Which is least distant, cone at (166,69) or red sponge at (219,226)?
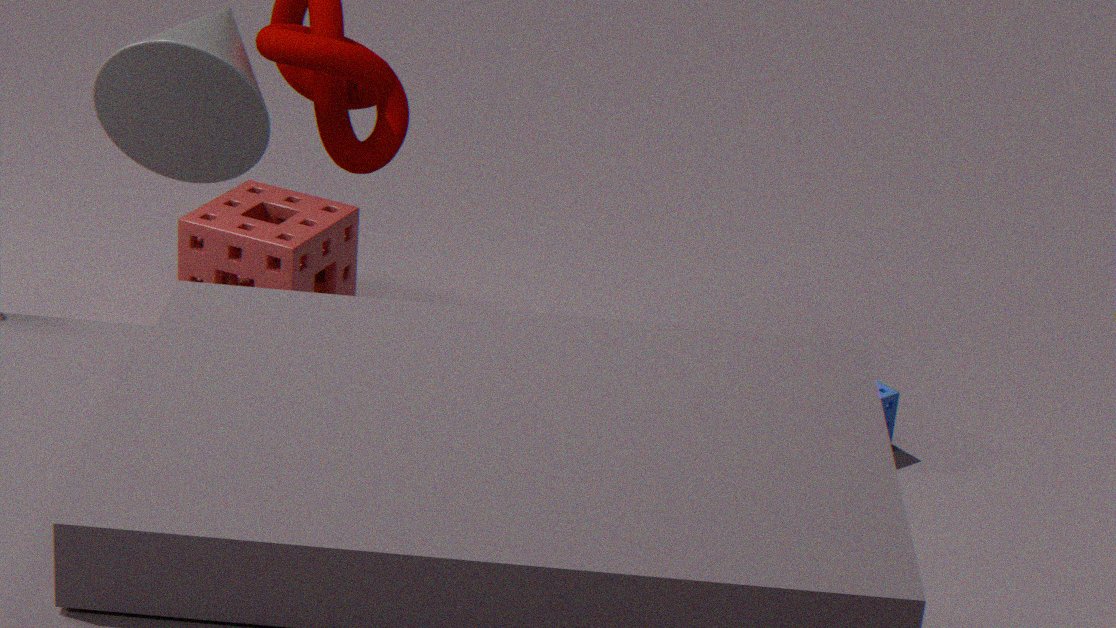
cone at (166,69)
